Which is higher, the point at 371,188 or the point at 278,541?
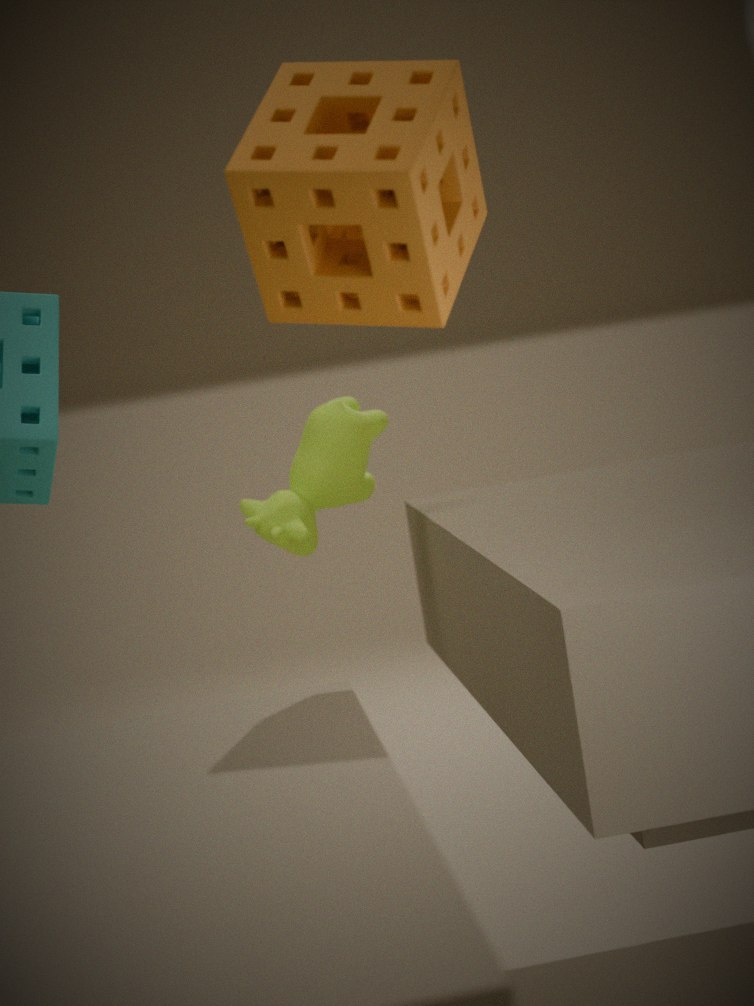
the point at 371,188
